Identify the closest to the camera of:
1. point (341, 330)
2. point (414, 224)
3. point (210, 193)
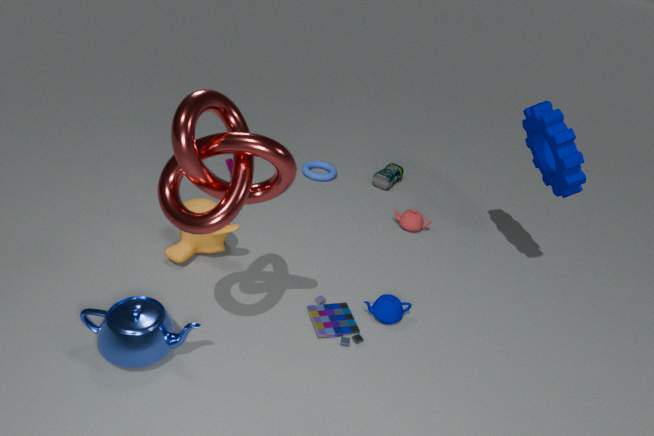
point (210, 193)
